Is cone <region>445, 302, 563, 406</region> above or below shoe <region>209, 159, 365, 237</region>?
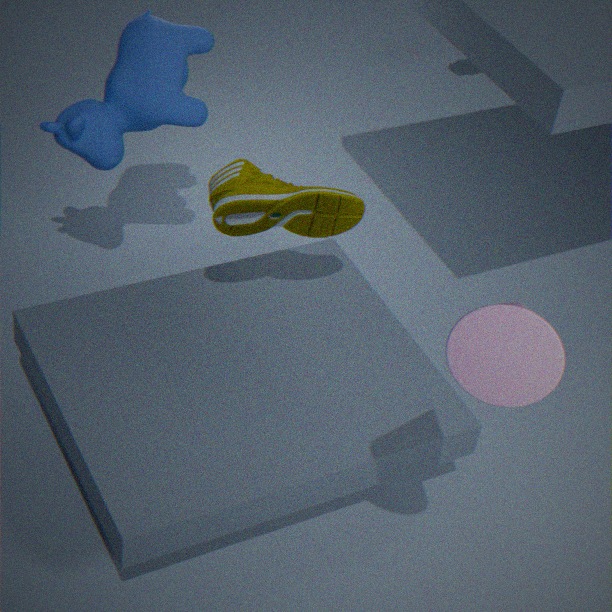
above
